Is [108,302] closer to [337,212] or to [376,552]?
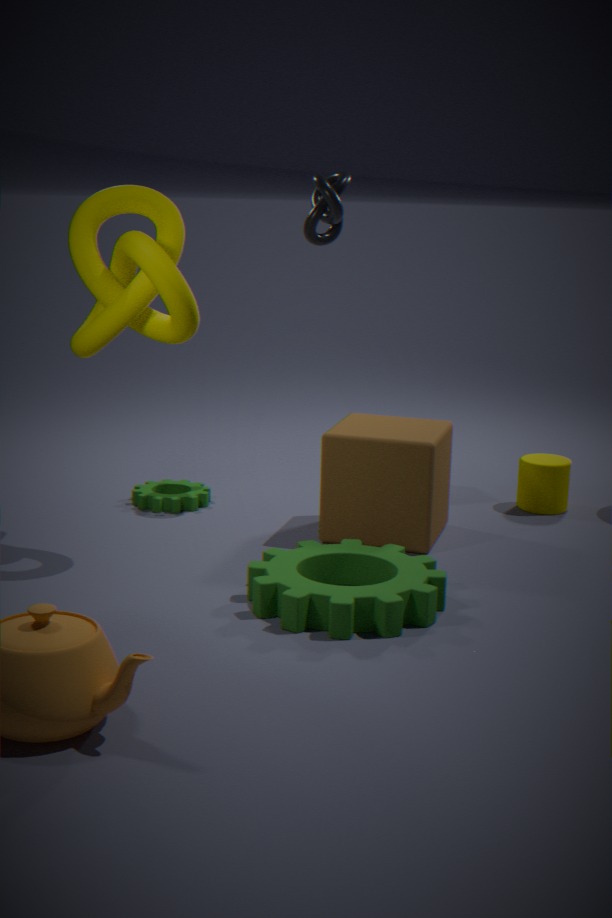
[337,212]
